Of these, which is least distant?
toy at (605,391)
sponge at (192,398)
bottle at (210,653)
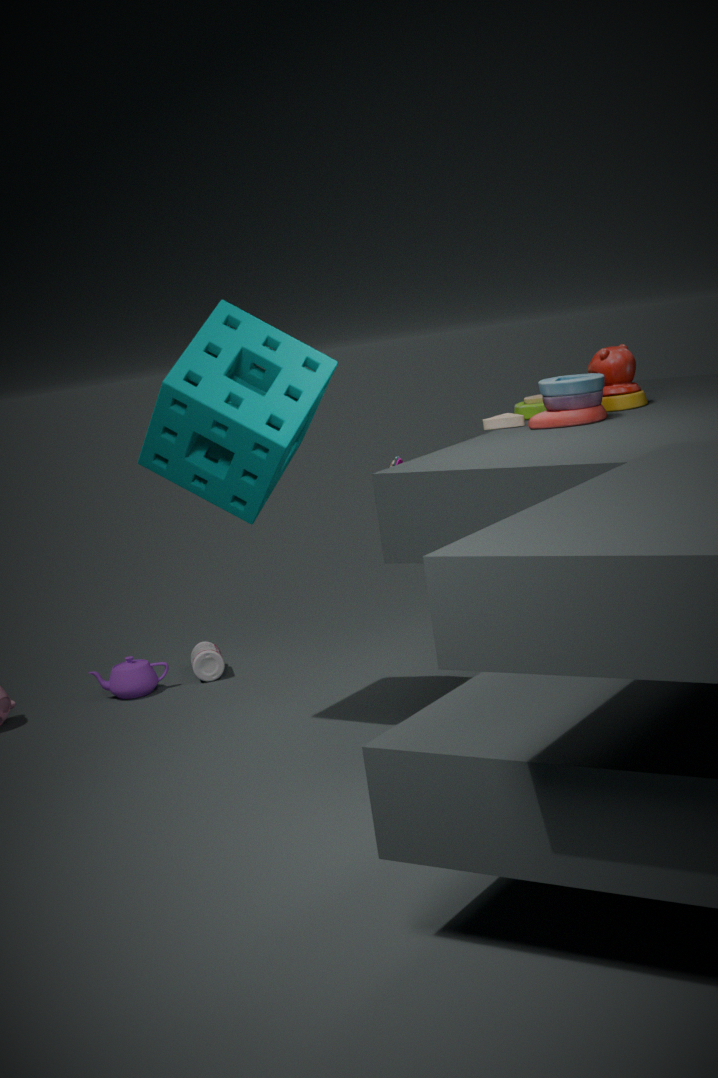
sponge at (192,398)
